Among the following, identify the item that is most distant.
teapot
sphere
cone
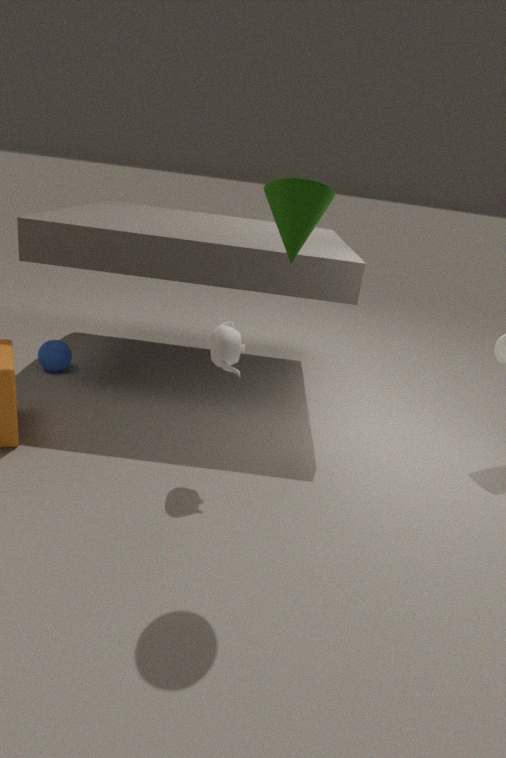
sphere
